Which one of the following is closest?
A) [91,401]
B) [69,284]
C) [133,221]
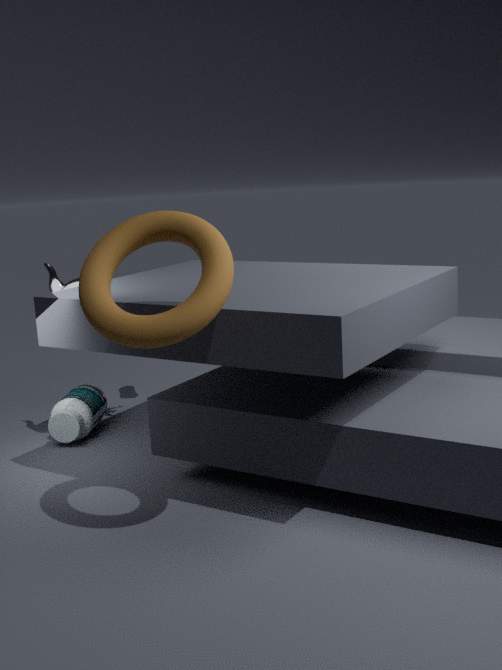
[133,221]
